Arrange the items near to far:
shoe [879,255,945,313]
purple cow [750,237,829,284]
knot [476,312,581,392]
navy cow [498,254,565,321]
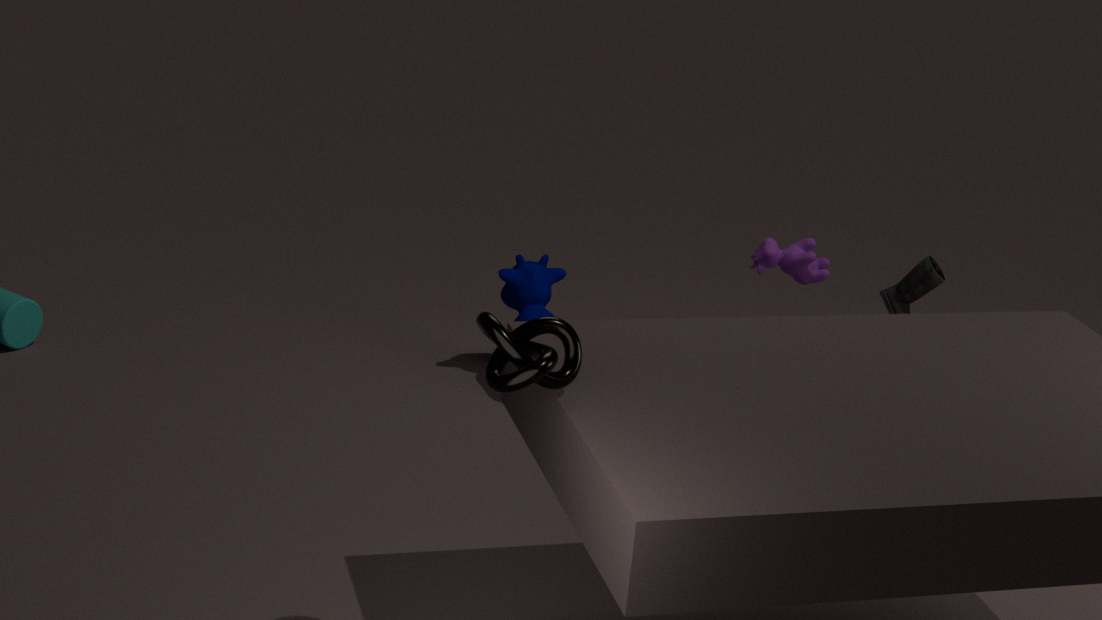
knot [476,312,581,392], purple cow [750,237,829,284], shoe [879,255,945,313], navy cow [498,254,565,321]
